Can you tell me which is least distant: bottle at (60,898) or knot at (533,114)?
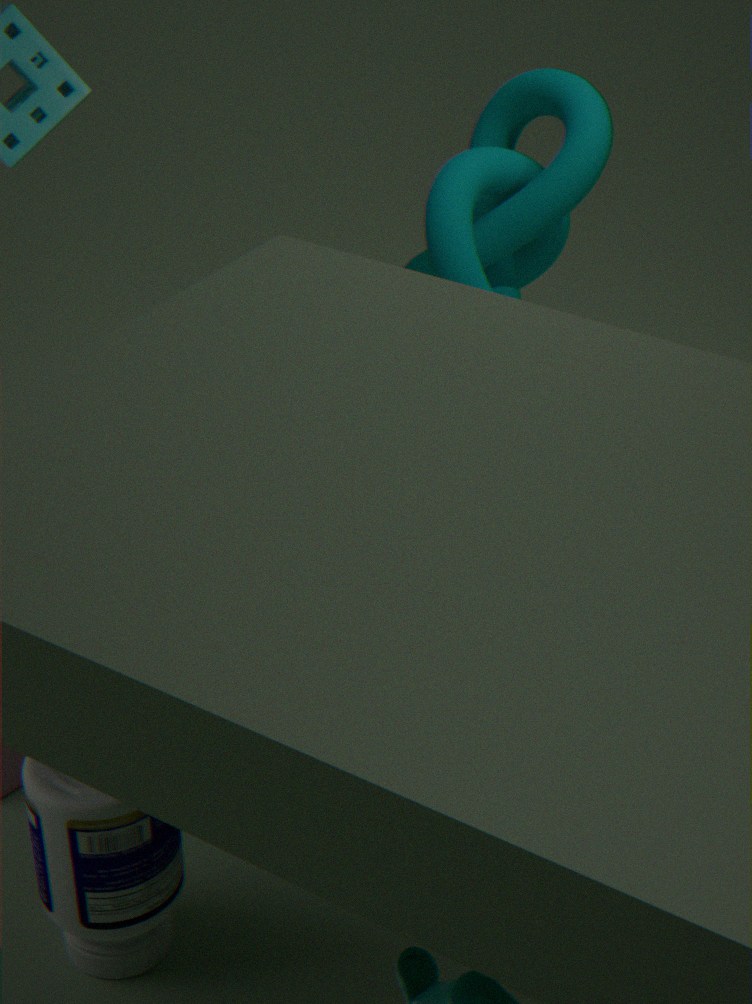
bottle at (60,898)
